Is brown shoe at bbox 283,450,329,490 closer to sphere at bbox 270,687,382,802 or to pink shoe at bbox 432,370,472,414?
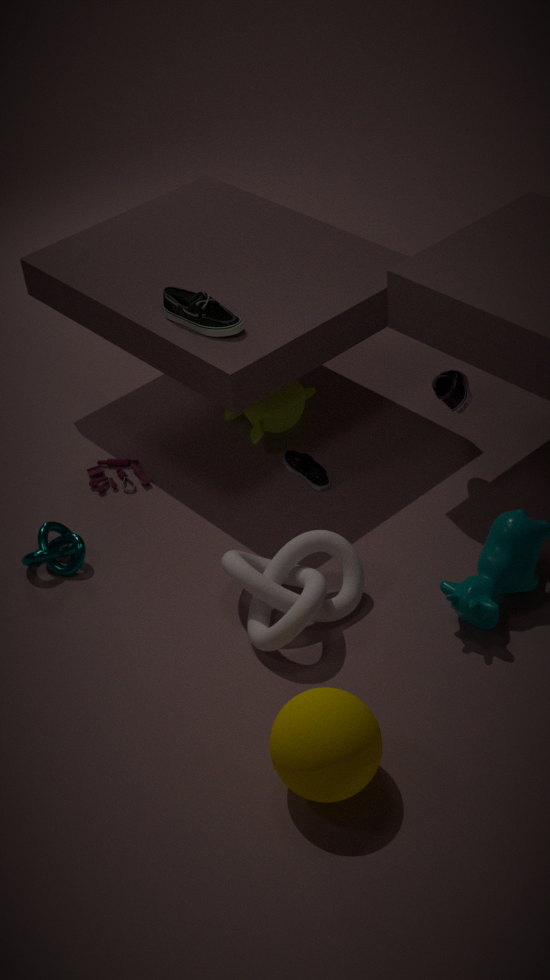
pink shoe at bbox 432,370,472,414
